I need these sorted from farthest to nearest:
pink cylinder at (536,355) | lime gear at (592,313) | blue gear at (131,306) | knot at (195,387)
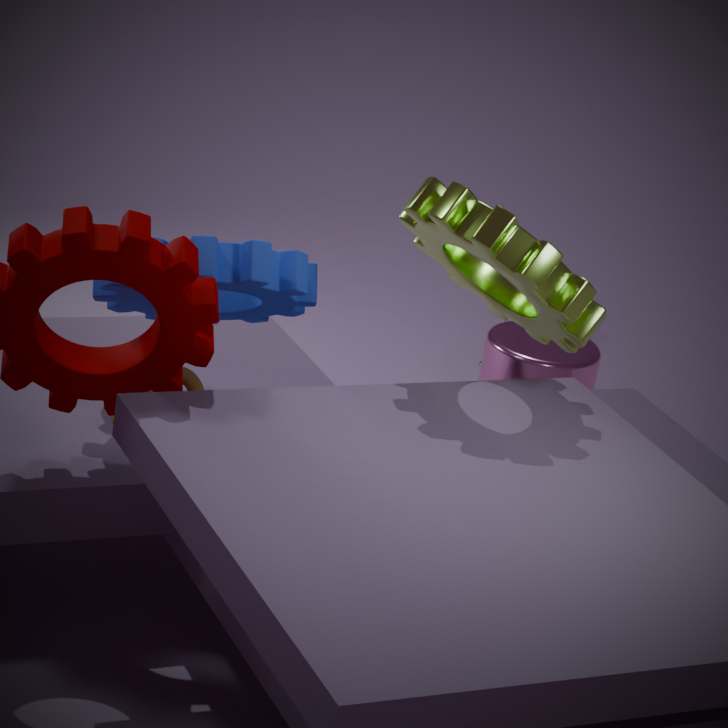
pink cylinder at (536,355) < knot at (195,387) < blue gear at (131,306) < lime gear at (592,313)
